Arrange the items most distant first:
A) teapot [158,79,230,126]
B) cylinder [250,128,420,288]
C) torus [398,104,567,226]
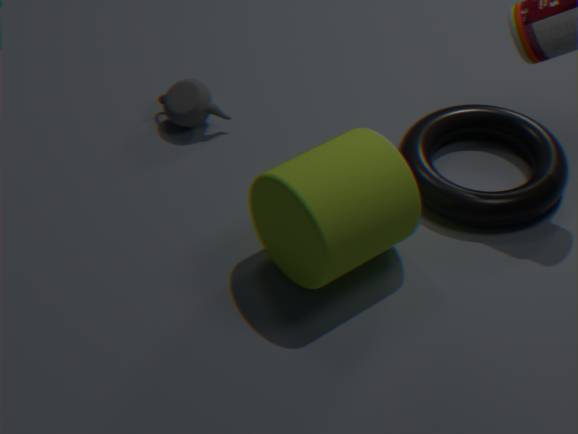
teapot [158,79,230,126] < torus [398,104,567,226] < cylinder [250,128,420,288]
